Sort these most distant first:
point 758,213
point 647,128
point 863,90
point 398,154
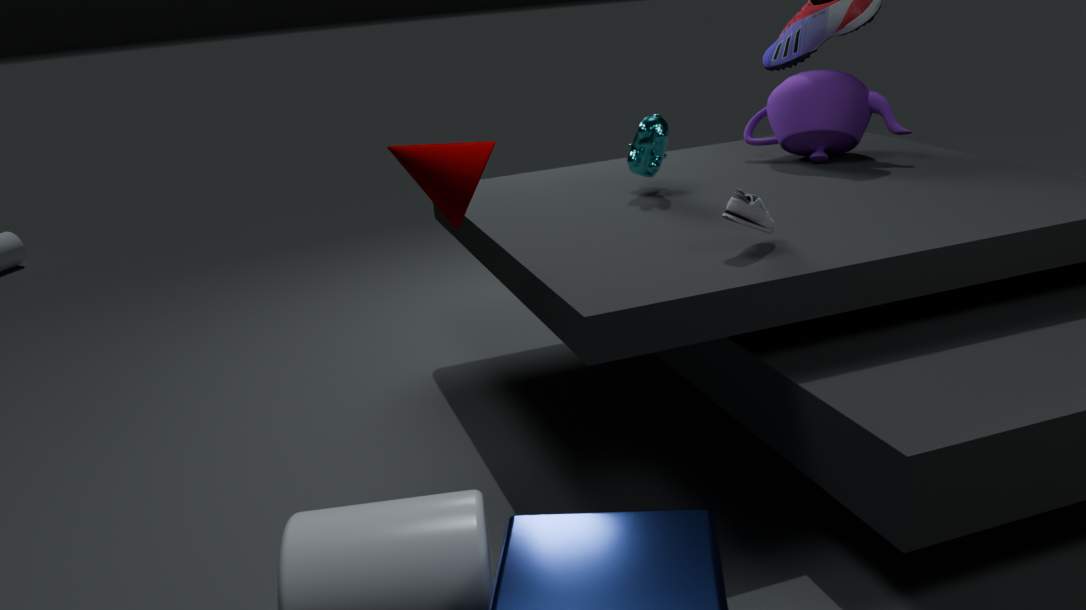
point 863,90
point 647,128
point 758,213
point 398,154
